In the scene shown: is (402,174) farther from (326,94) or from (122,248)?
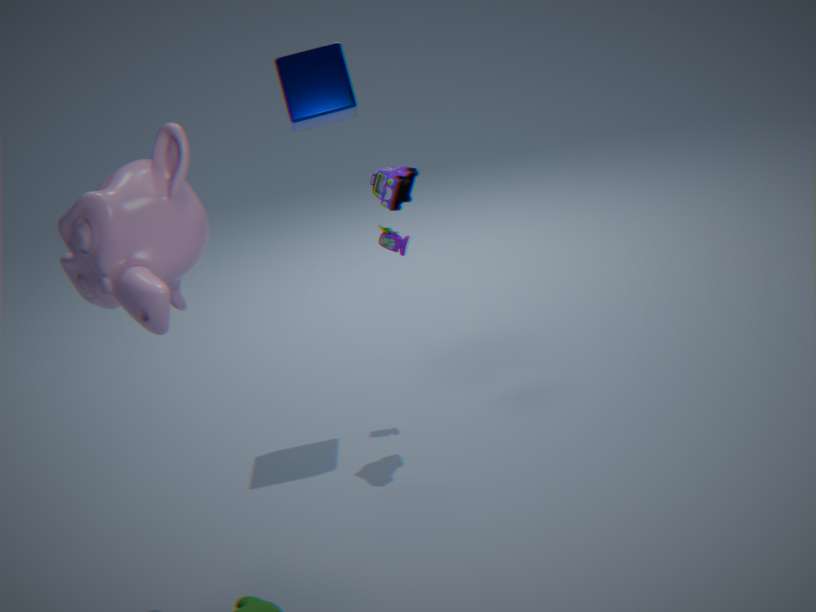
Answer: (122,248)
